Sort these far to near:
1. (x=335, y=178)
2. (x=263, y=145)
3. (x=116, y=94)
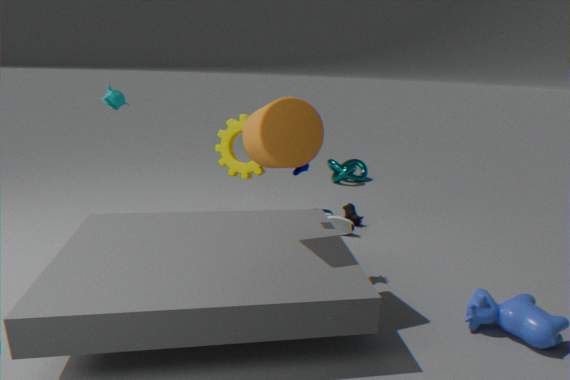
(x=335, y=178), (x=116, y=94), (x=263, y=145)
